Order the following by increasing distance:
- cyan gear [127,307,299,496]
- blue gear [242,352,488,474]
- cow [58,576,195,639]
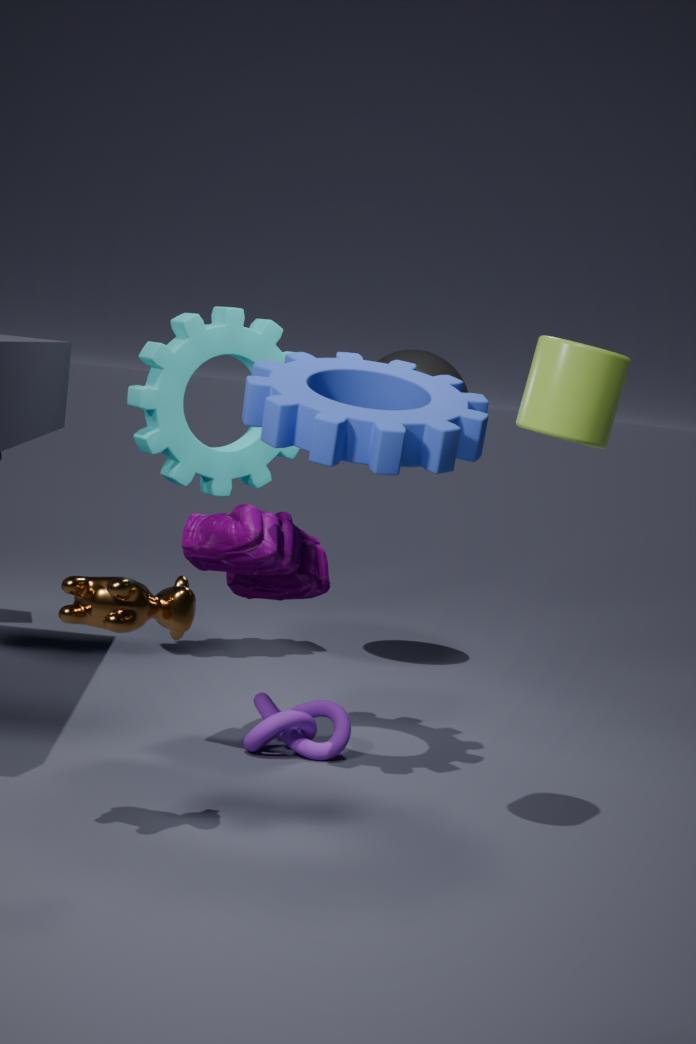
cow [58,576,195,639] < blue gear [242,352,488,474] < cyan gear [127,307,299,496]
